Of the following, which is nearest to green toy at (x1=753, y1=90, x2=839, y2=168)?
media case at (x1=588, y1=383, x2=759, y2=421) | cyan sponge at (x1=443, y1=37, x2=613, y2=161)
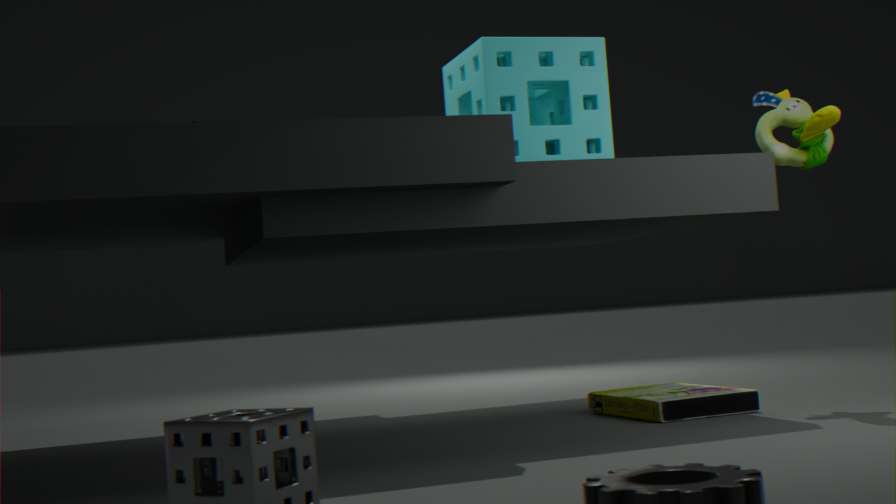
cyan sponge at (x1=443, y1=37, x2=613, y2=161)
